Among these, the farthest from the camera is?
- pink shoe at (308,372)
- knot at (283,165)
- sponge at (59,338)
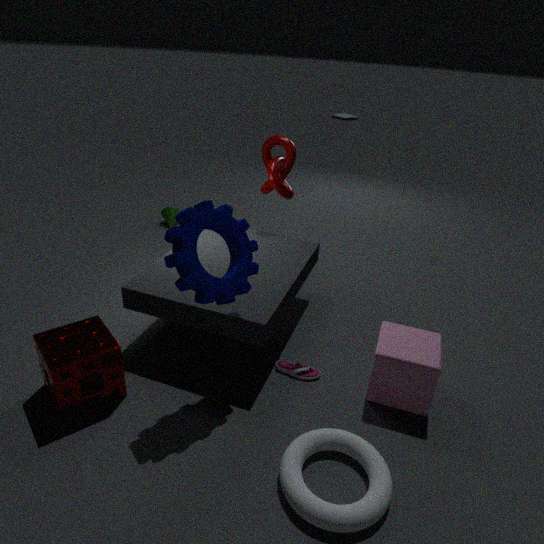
knot at (283,165)
